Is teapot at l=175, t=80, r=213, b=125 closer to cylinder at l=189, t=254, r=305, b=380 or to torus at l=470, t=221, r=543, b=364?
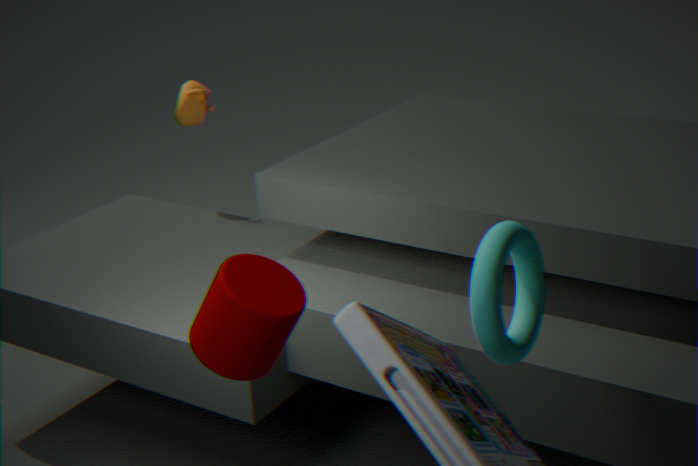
cylinder at l=189, t=254, r=305, b=380
